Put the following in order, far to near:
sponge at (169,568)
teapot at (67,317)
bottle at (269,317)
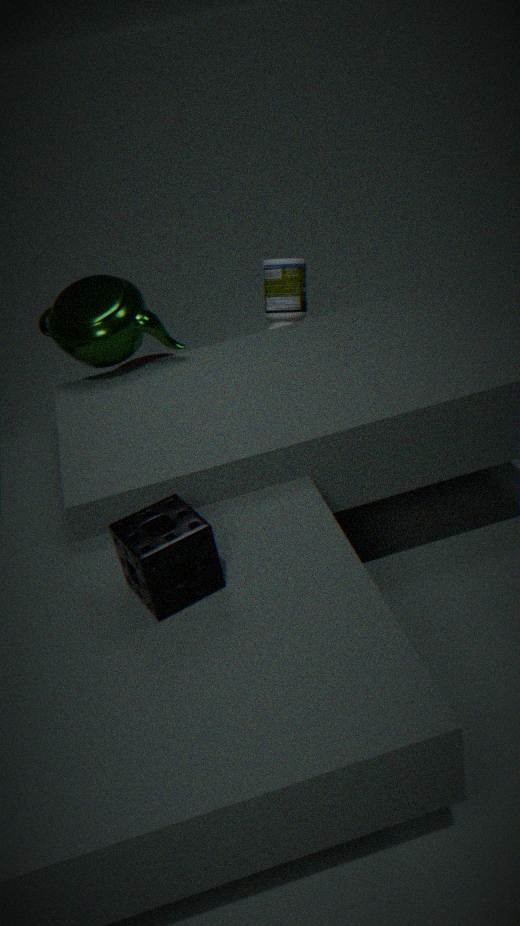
A: bottle at (269,317) < teapot at (67,317) < sponge at (169,568)
